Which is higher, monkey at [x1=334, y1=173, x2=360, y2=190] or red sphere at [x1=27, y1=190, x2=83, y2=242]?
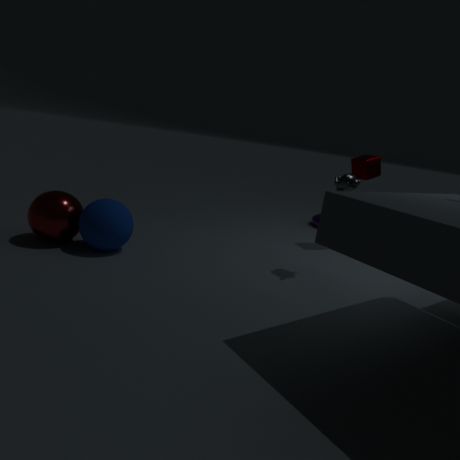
monkey at [x1=334, y1=173, x2=360, y2=190]
